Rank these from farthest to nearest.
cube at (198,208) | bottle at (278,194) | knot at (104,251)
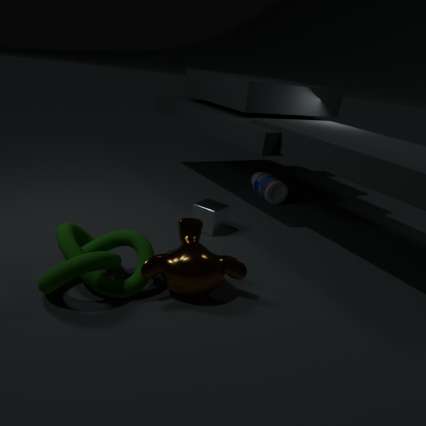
1. bottle at (278,194)
2. cube at (198,208)
3. knot at (104,251)
